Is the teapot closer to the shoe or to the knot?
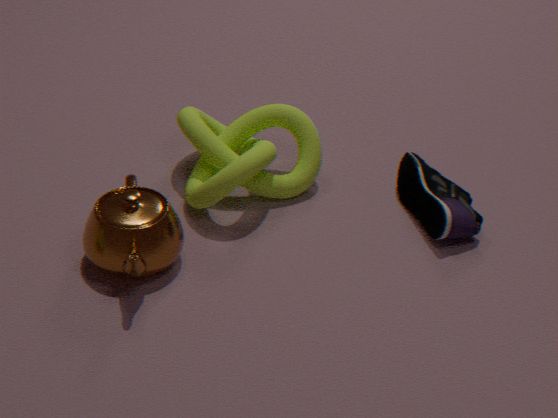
the knot
